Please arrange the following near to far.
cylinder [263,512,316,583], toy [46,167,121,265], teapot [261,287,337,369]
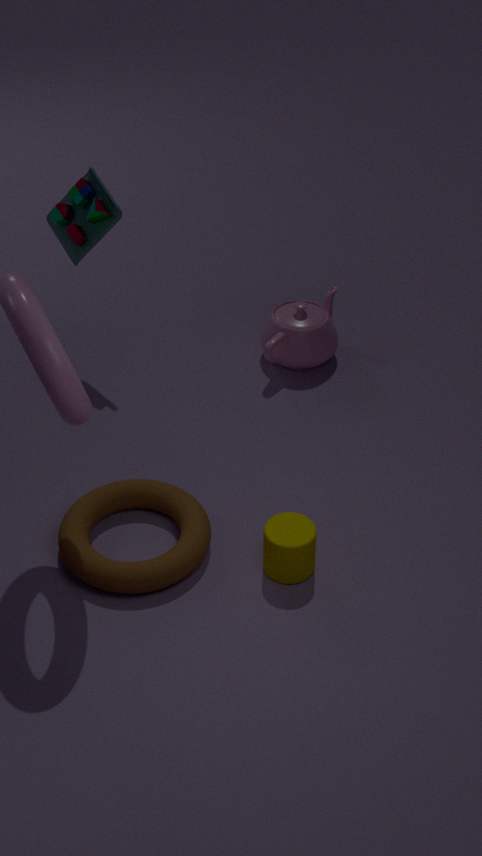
cylinder [263,512,316,583] < toy [46,167,121,265] < teapot [261,287,337,369]
